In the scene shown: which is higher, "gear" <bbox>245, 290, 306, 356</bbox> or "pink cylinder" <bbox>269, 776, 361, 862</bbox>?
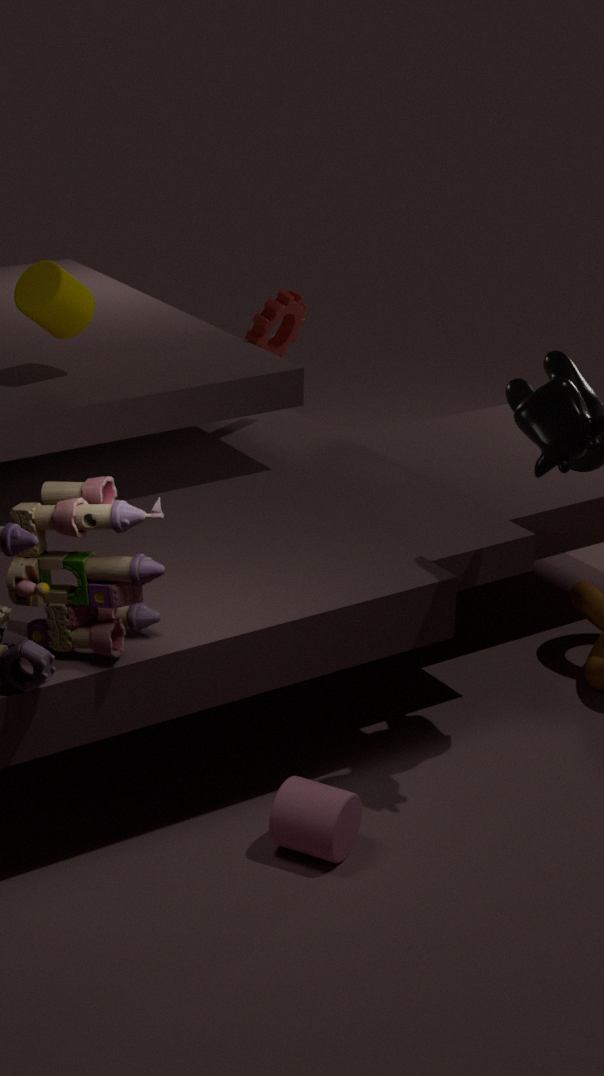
"gear" <bbox>245, 290, 306, 356</bbox>
